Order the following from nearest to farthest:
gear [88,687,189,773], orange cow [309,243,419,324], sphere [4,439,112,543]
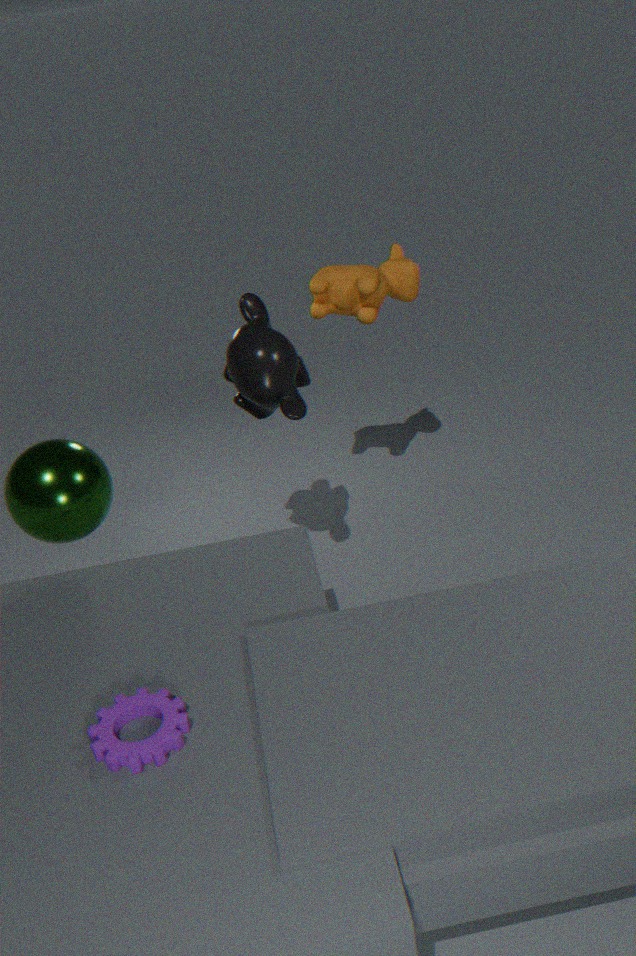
gear [88,687,189,773], sphere [4,439,112,543], orange cow [309,243,419,324]
